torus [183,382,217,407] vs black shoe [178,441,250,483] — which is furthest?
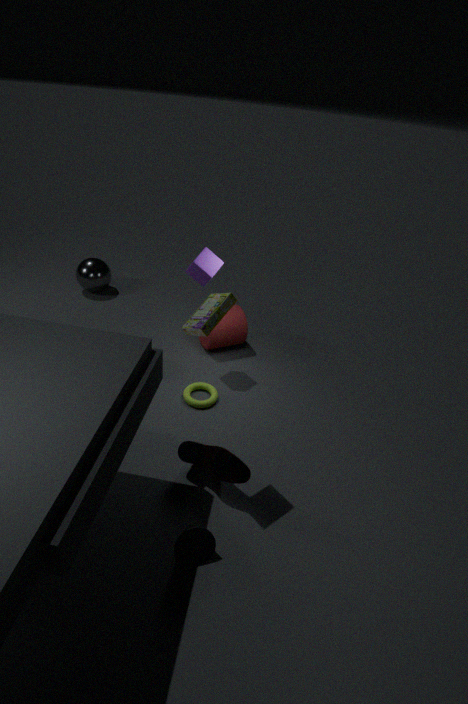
torus [183,382,217,407]
